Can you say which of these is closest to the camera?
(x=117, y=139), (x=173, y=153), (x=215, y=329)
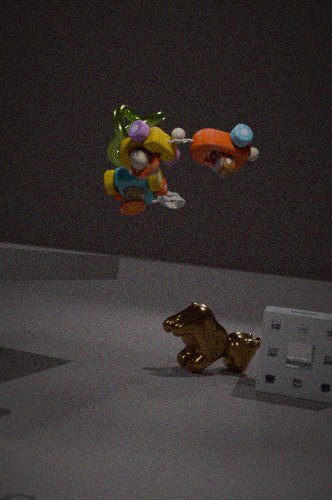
(x=173, y=153)
